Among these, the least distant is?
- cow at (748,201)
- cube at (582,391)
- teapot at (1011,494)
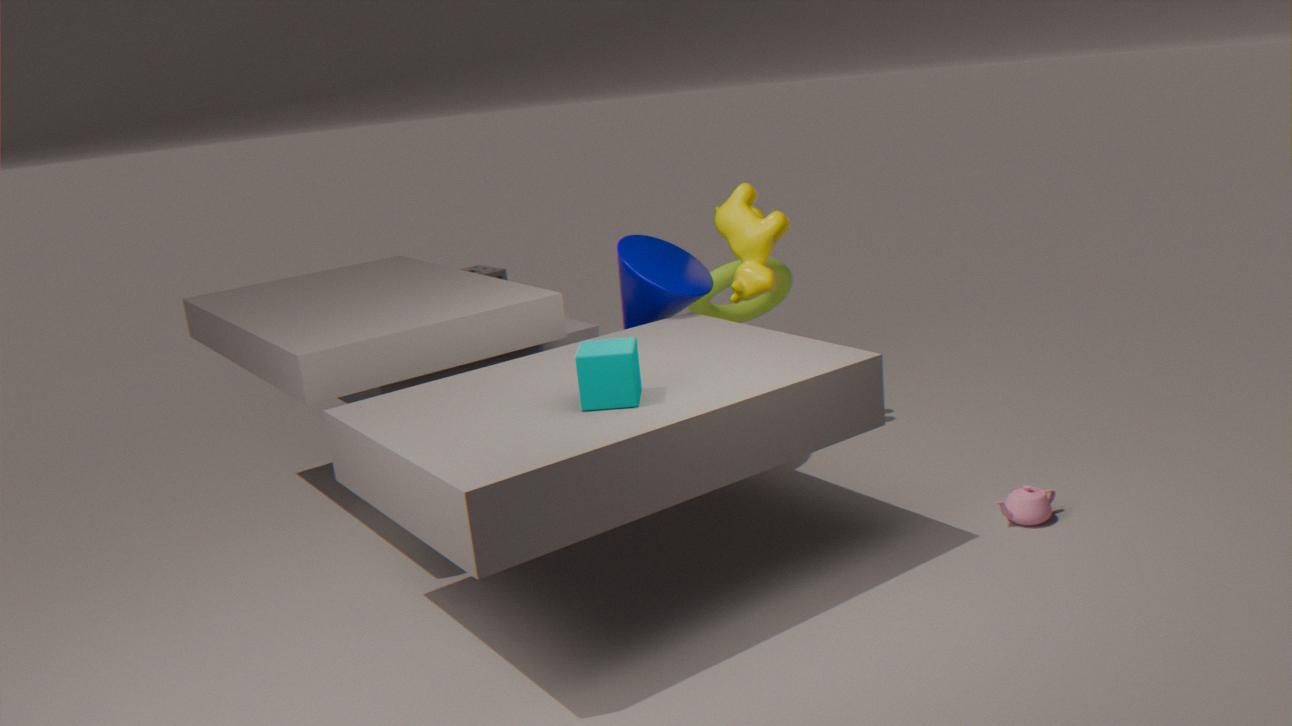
cube at (582,391)
